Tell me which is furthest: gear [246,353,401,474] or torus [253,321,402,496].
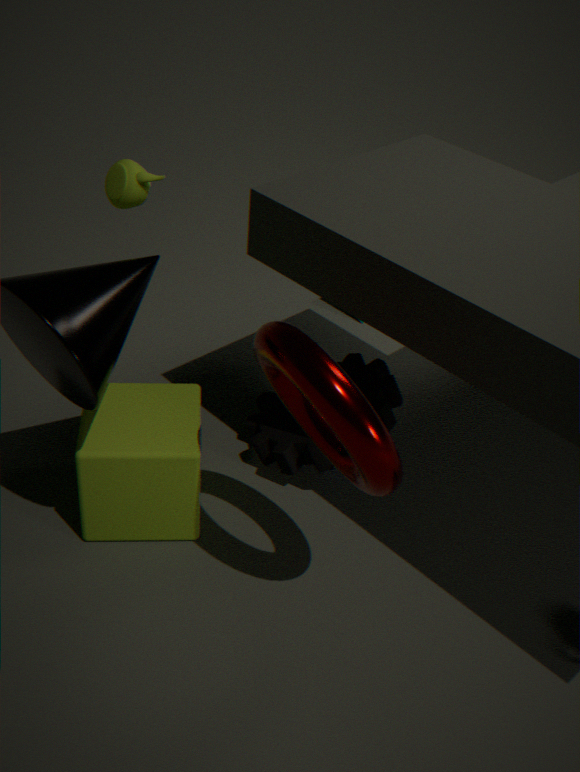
gear [246,353,401,474]
